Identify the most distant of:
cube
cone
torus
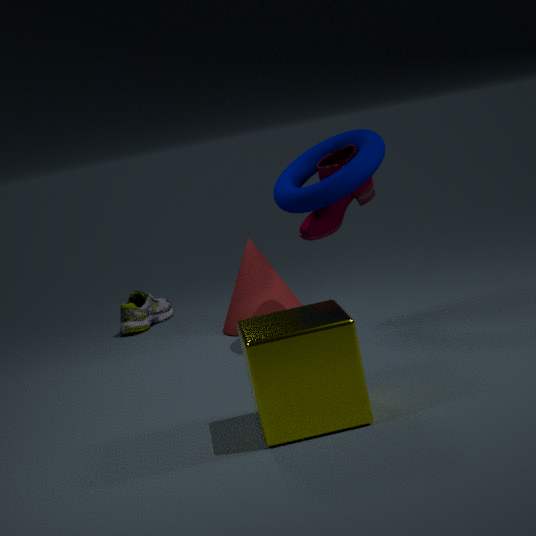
cone
